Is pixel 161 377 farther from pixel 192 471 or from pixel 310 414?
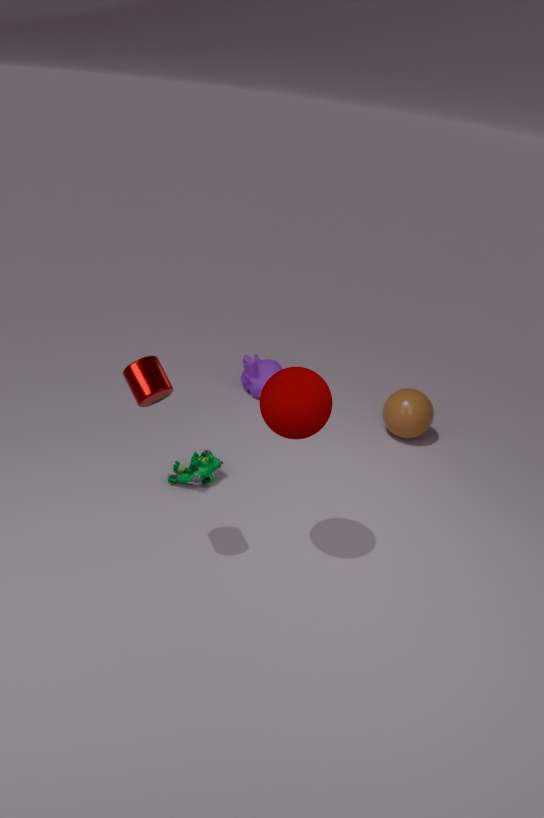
pixel 192 471
